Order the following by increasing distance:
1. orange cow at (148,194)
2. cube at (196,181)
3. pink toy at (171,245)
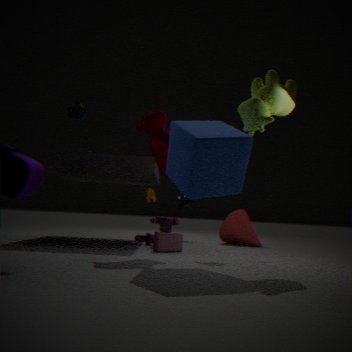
1. cube at (196,181)
2. pink toy at (171,245)
3. orange cow at (148,194)
